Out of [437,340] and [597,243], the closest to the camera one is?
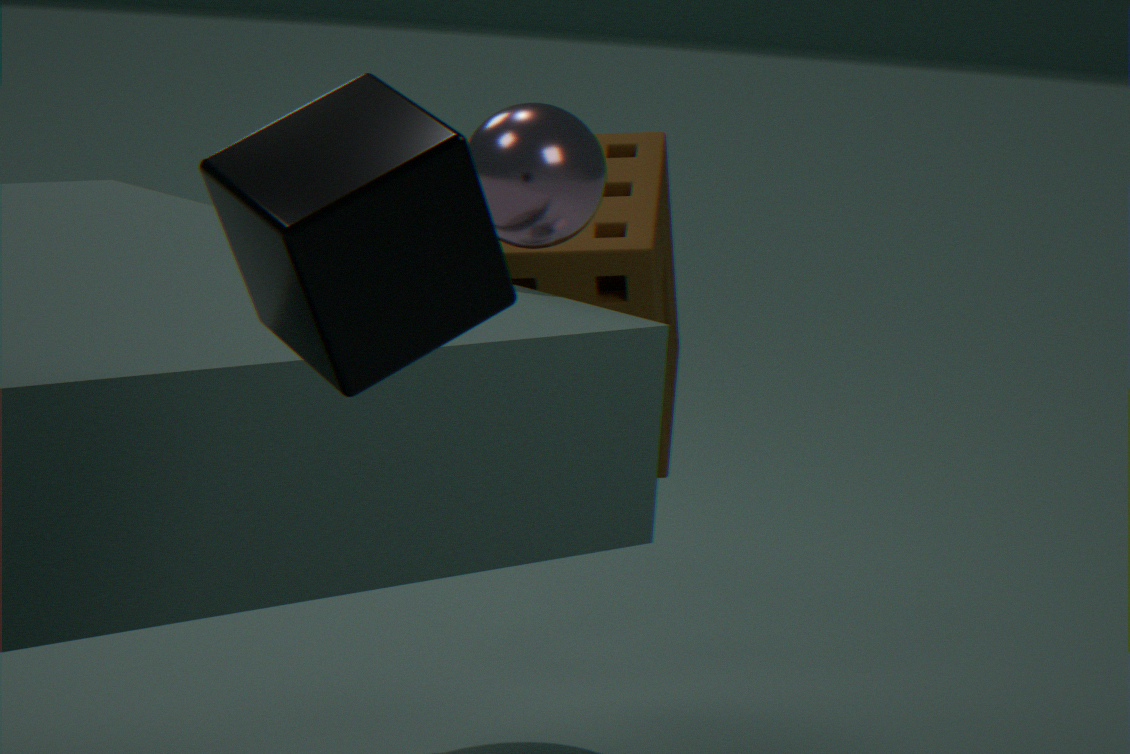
[437,340]
